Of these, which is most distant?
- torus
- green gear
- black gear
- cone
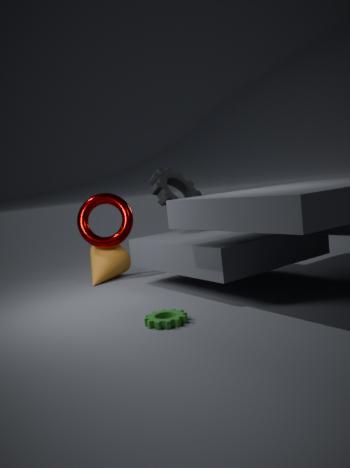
torus
